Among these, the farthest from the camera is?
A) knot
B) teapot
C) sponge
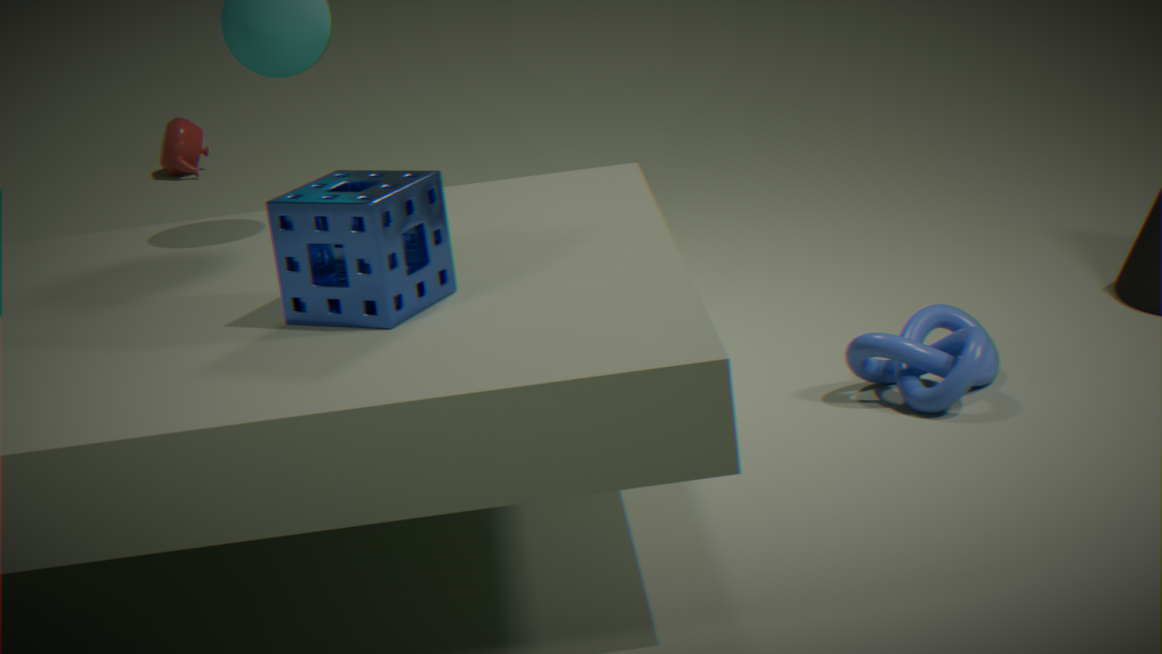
teapot
